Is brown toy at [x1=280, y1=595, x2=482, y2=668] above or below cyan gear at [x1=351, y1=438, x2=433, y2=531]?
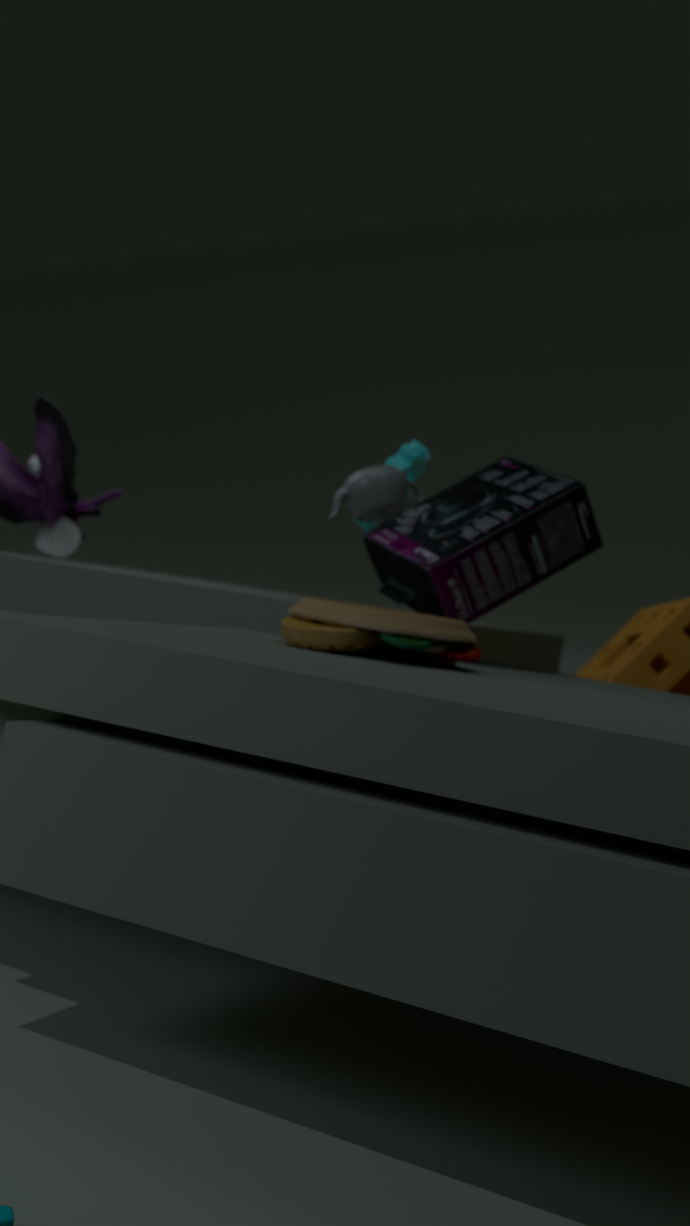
below
